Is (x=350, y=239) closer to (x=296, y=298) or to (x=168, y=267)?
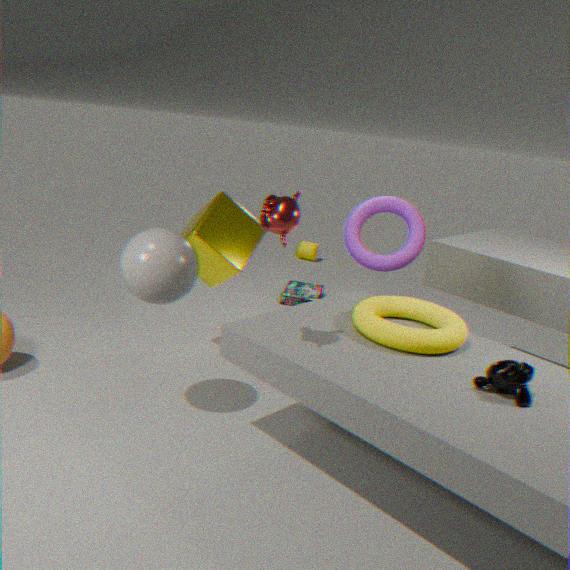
(x=296, y=298)
